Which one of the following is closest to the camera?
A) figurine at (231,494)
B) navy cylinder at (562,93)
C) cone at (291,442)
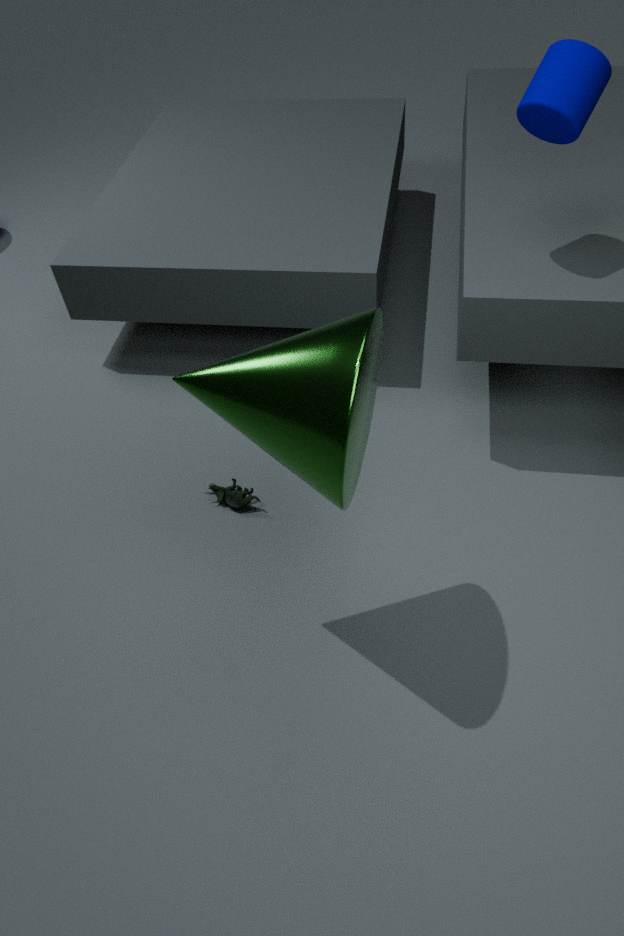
cone at (291,442)
